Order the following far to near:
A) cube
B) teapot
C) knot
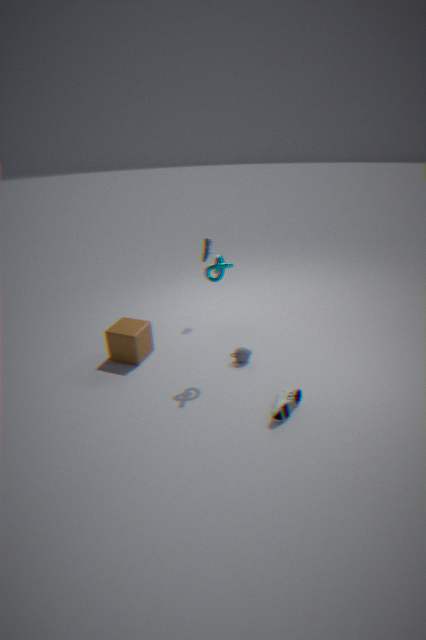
teapot, cube, knot
